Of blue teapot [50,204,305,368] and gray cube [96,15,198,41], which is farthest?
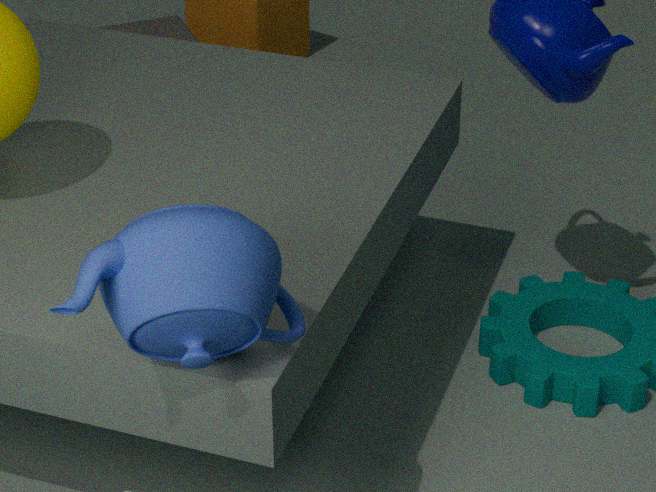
gray cube [96,15,198,41]
